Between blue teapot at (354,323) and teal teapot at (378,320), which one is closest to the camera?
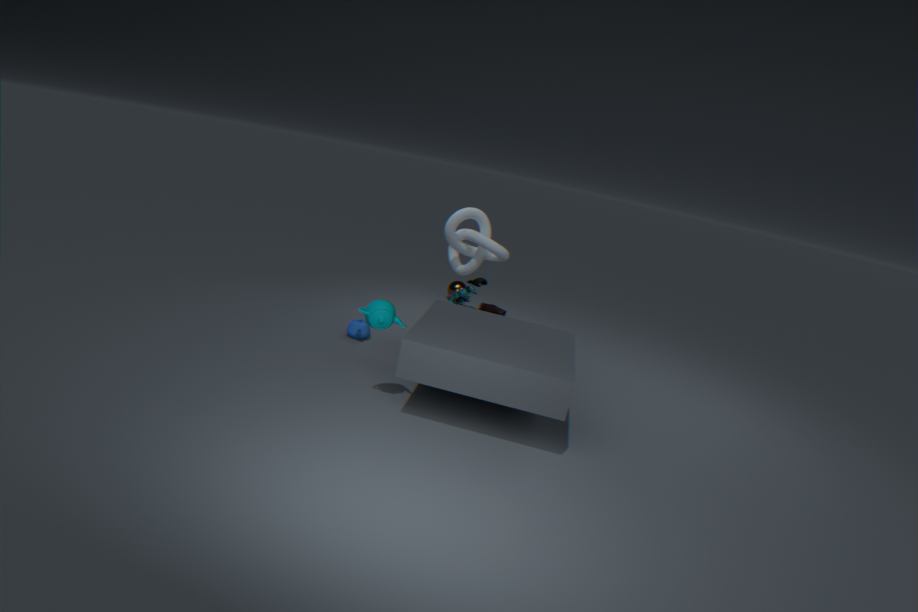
teal teapot at (378,320)
